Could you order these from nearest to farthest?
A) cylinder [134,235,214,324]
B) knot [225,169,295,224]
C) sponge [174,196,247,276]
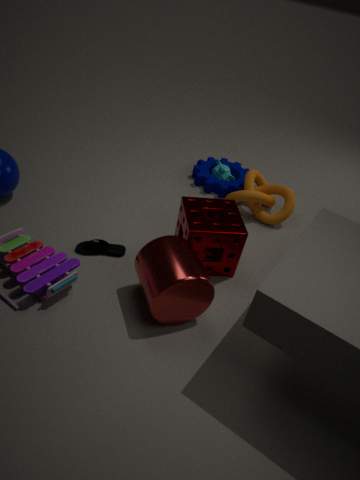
cylinder [134,235,214,324] < sponge [174,196,247,276] < knot [225,169,295,224]
